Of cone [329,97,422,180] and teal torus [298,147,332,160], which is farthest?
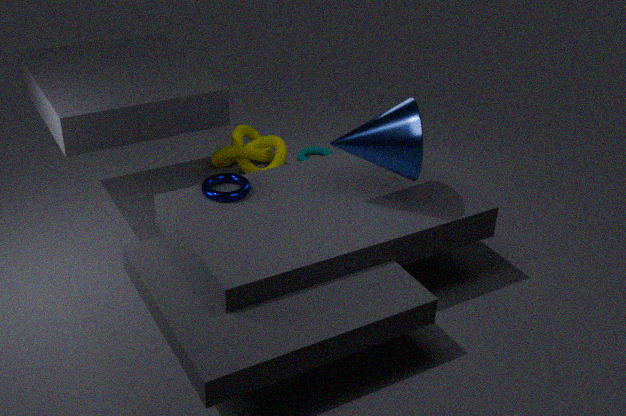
teal torus [298,147,332,160]
